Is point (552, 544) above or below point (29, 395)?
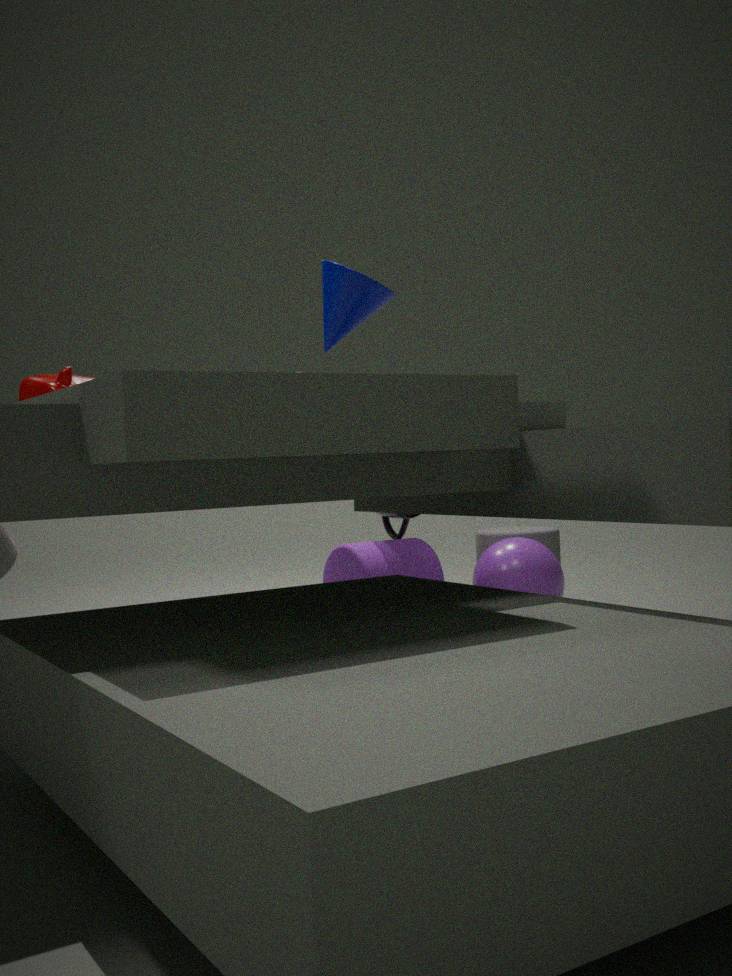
below
